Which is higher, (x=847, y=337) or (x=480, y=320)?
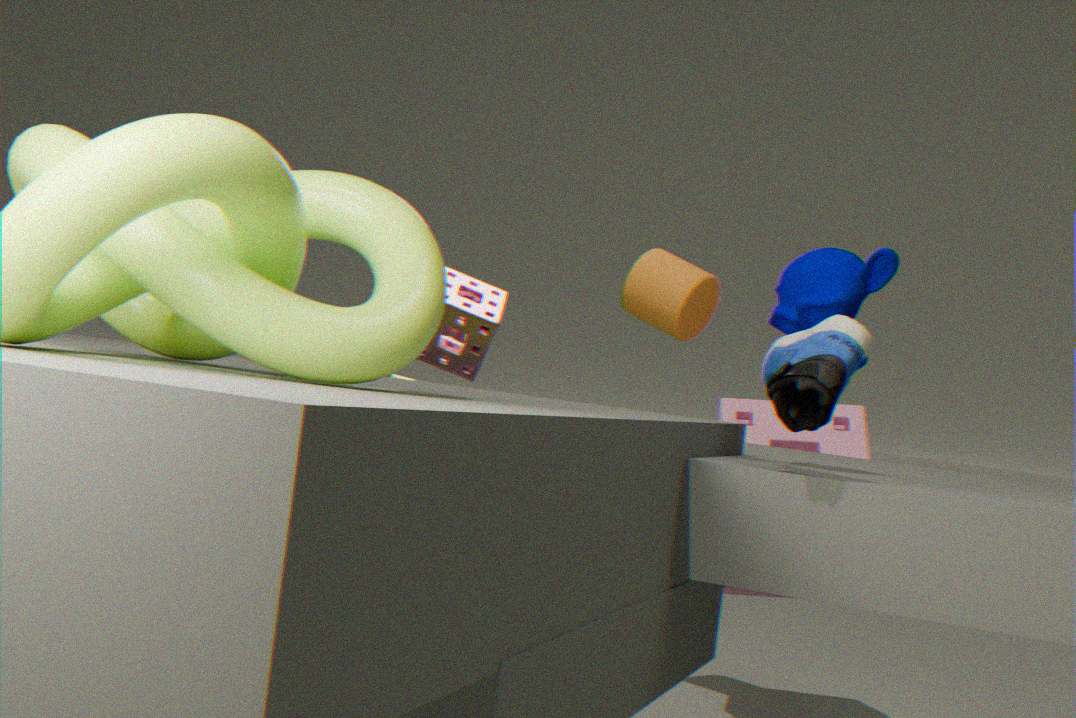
(x=480, y=320)
